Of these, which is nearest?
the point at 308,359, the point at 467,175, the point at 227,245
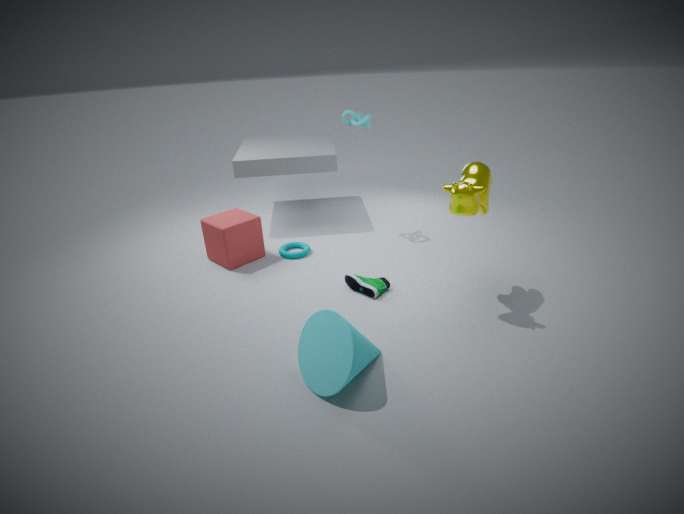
the point at 308,359
